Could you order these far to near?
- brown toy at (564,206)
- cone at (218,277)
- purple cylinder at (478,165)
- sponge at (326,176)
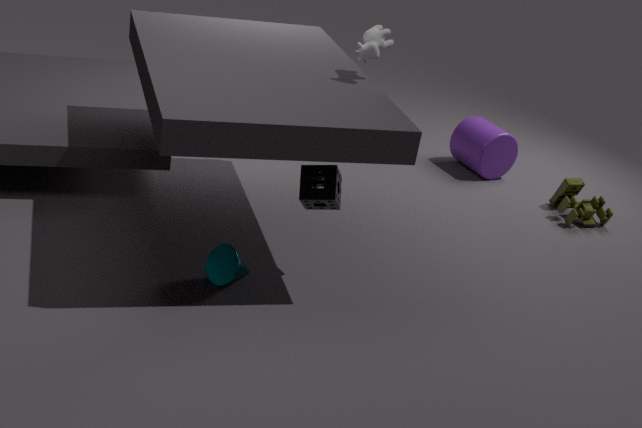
purple cylinder at (478,165)
brown toy at (564,206)
cone at (218,277)
sponge at (326,176)
